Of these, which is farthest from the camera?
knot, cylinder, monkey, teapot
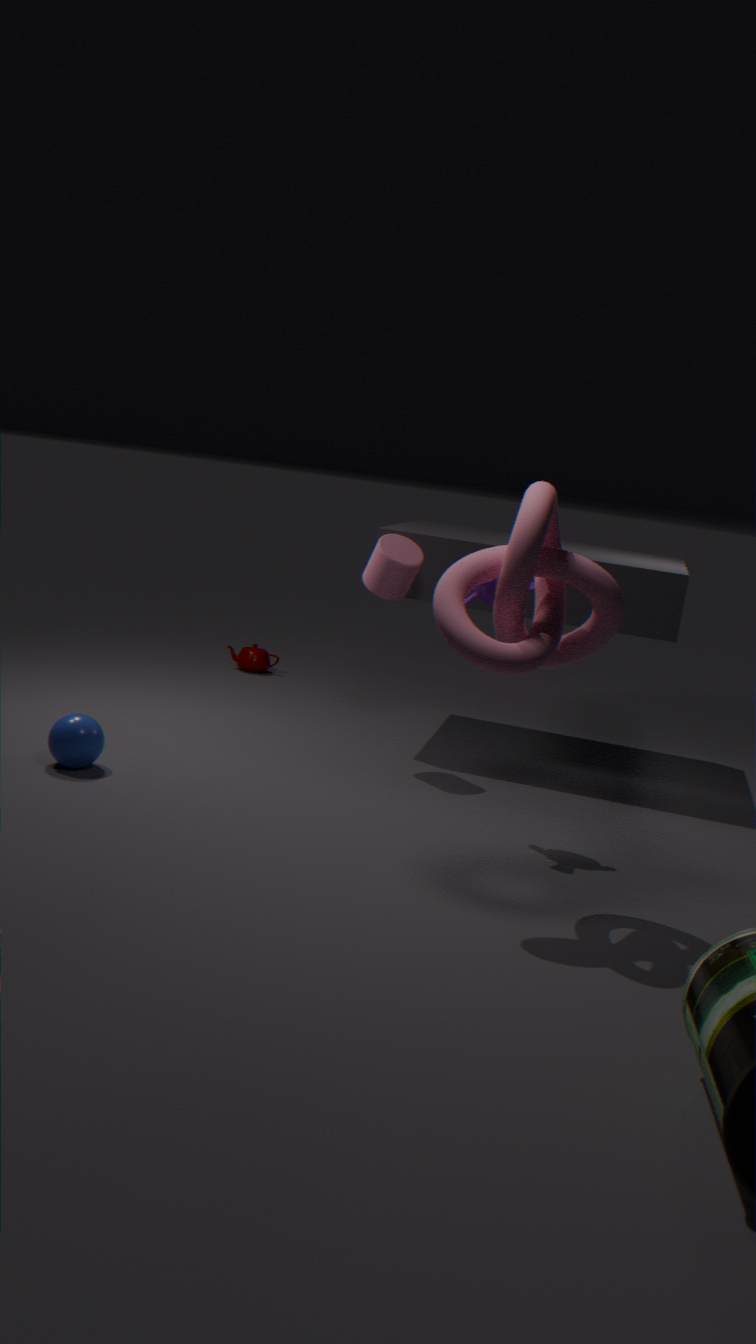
teapot
